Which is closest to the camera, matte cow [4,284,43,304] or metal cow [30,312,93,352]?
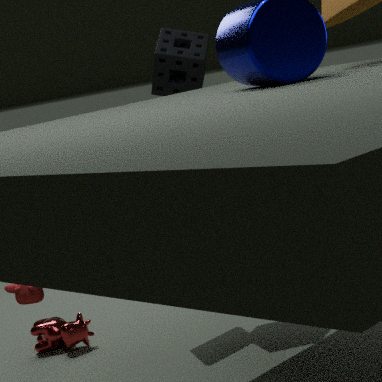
matte cow [4,284,43,304]
